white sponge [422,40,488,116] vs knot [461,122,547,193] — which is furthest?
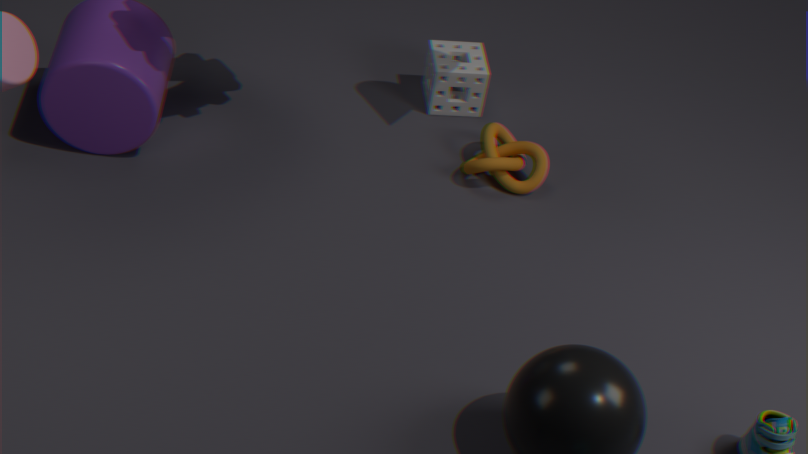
white sponge [422,40,488,116]
